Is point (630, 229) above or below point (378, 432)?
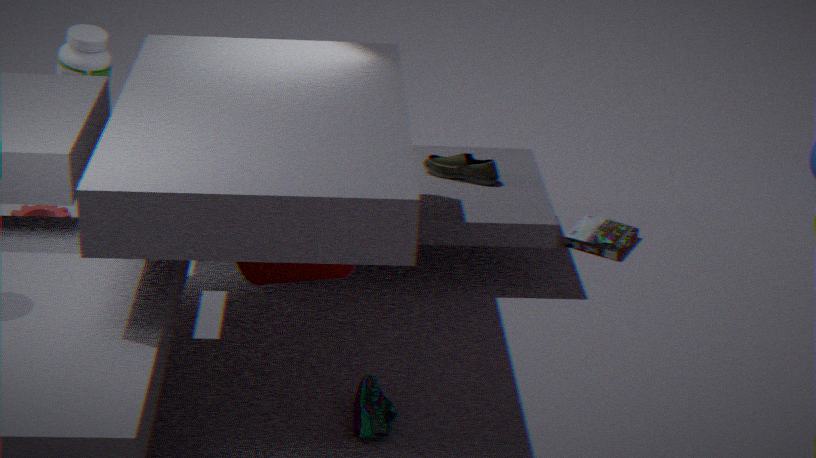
below
